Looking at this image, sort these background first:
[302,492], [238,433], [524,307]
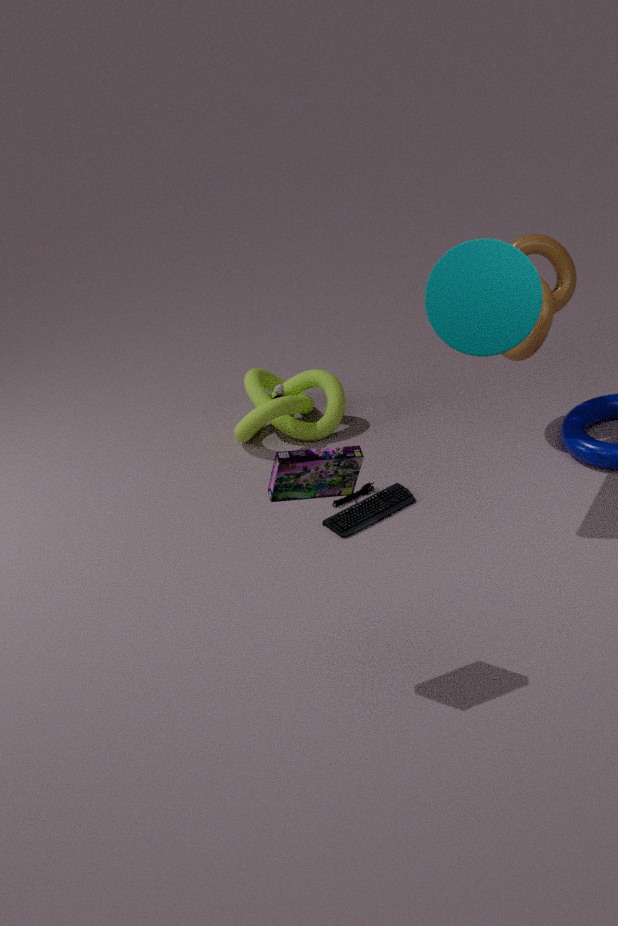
[238,433], [524,307], [302,492]
